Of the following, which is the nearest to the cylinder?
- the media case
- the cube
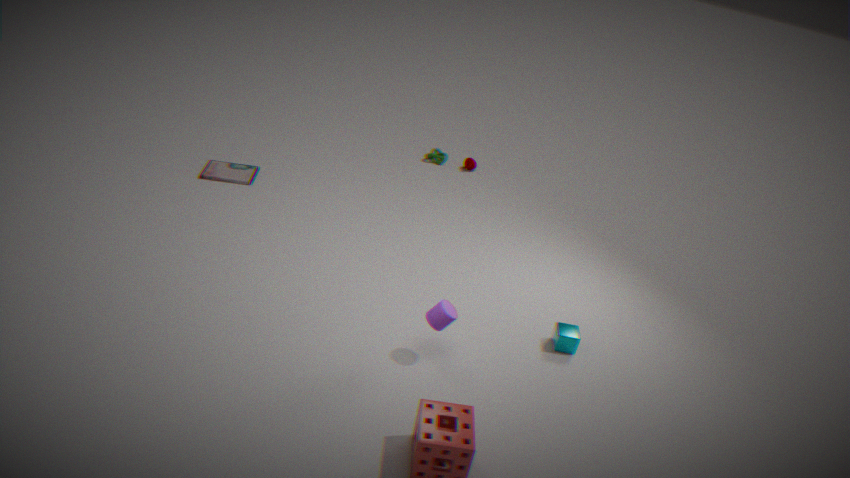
the cube
